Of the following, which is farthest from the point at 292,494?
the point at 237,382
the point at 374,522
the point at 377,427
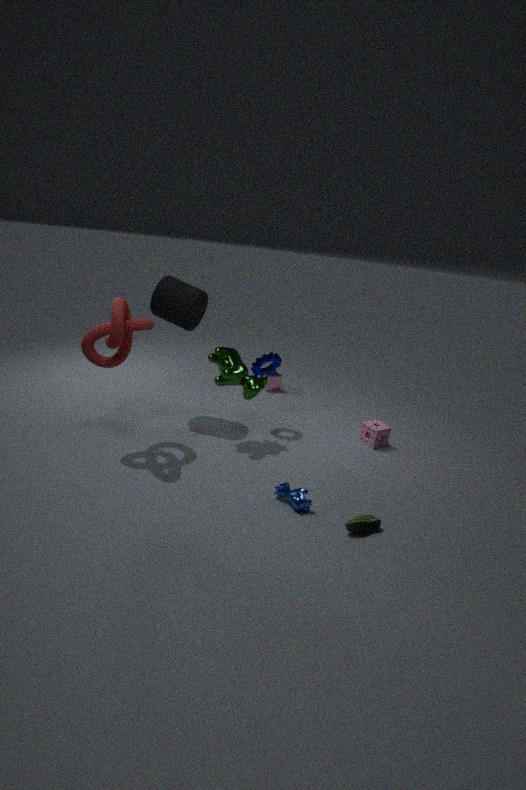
the point at 377,427
